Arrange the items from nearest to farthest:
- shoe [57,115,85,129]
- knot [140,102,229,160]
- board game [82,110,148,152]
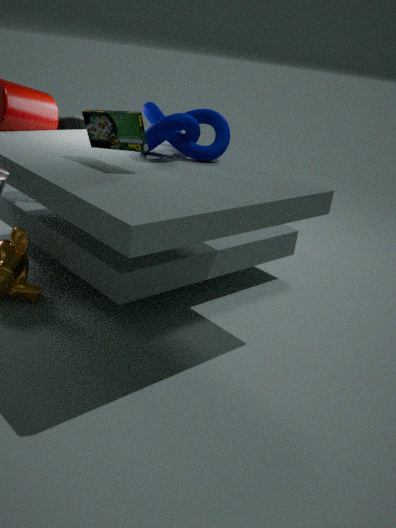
board game [82,110,148,152], knot [140,102,229,160], shoe [57,115,85,129]
